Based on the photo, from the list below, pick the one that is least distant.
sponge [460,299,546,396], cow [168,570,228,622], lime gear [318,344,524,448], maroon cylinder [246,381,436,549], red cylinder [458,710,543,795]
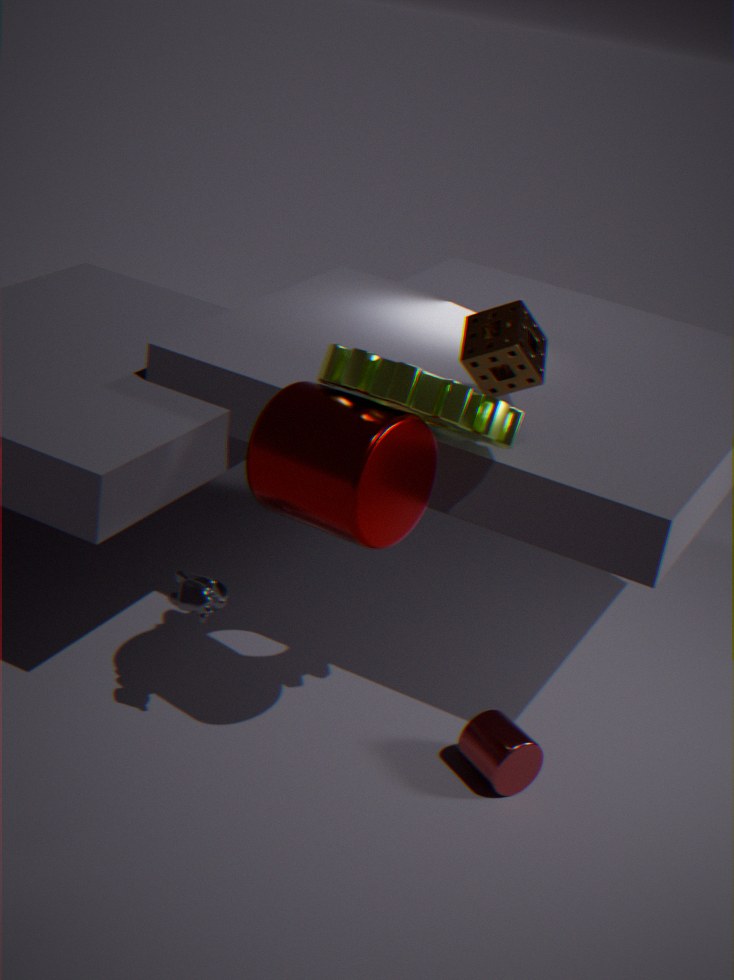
maroon cylinder [246,381,436,549]
